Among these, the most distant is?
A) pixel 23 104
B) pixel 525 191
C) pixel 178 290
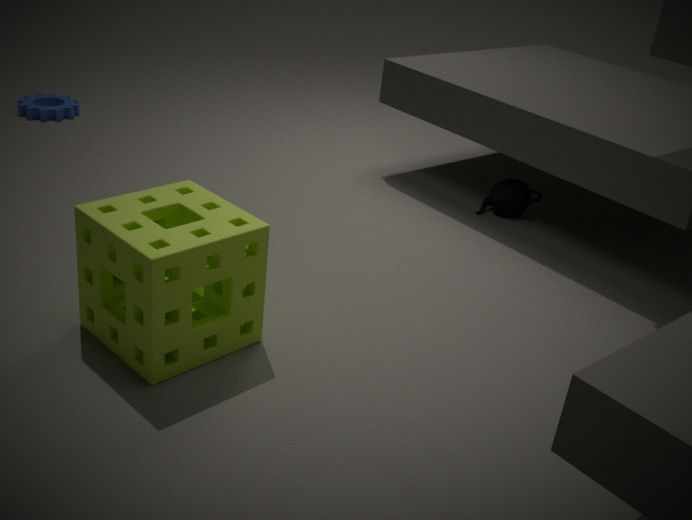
pixel 23 104
